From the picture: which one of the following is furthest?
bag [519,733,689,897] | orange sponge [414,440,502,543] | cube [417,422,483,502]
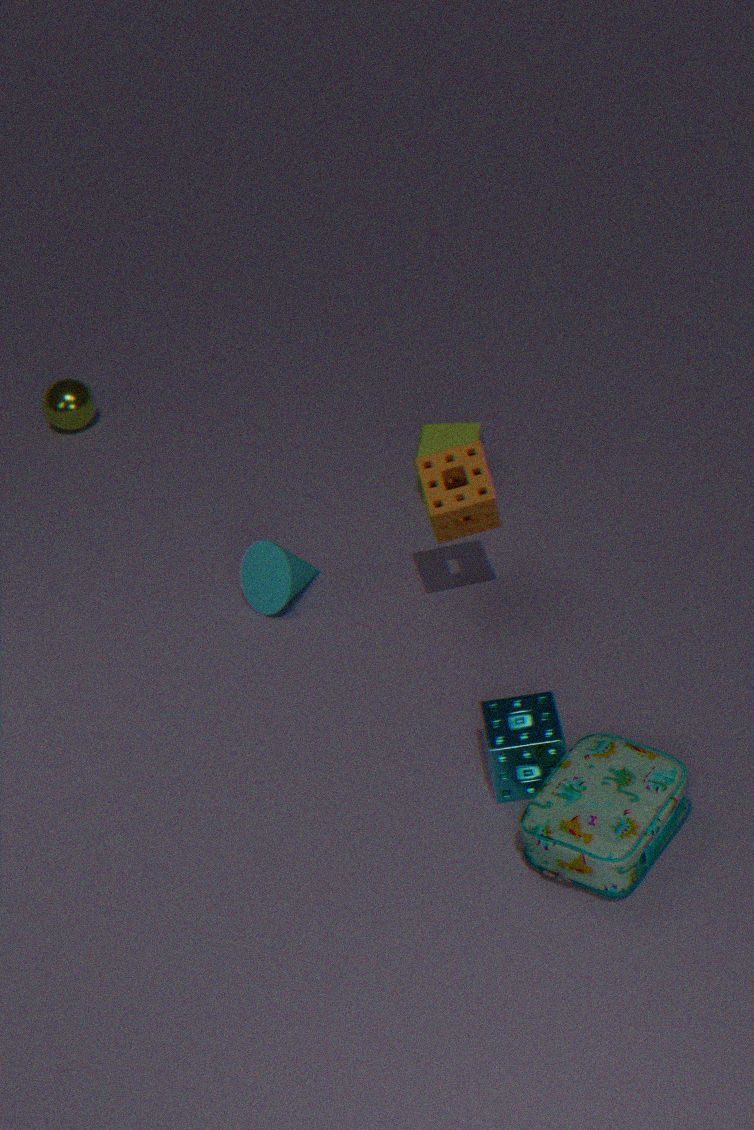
cube [417,422,483,502]
